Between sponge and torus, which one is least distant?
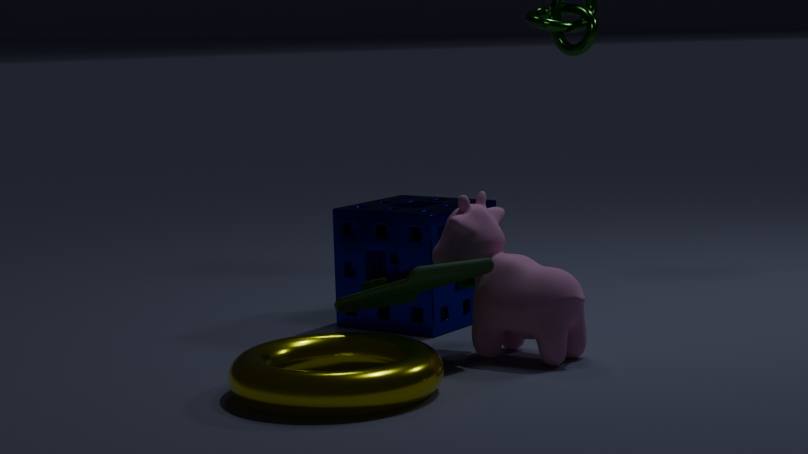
torus
